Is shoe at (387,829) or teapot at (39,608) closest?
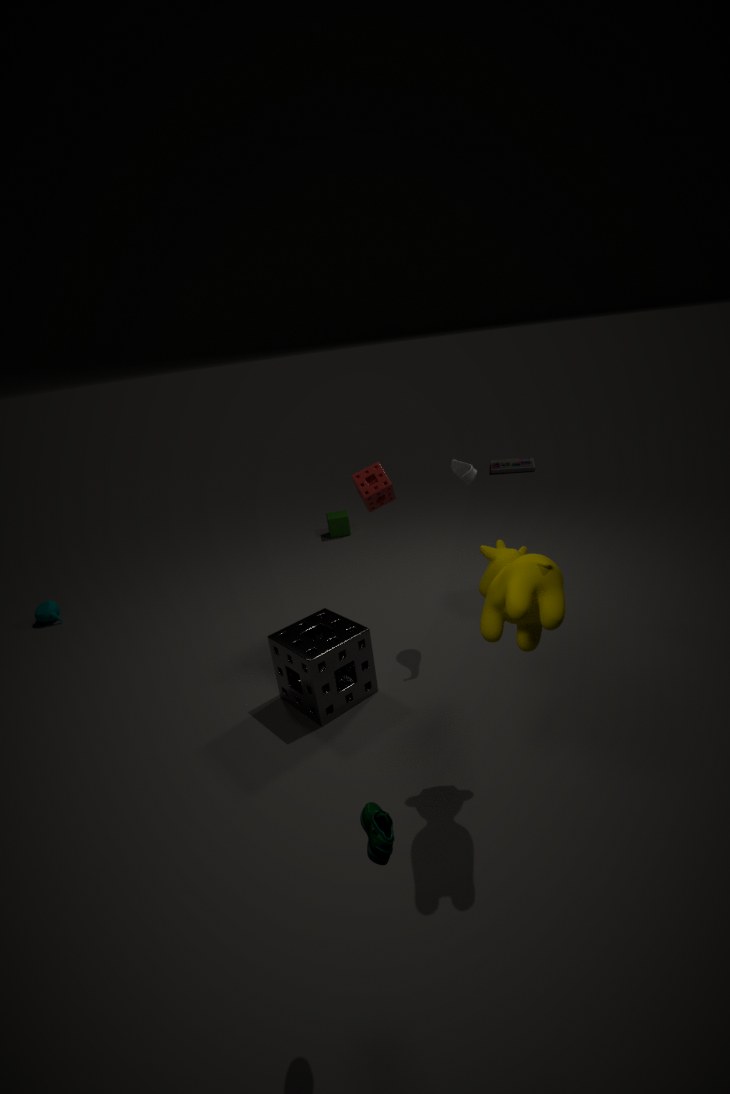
shoe at (387,829)
